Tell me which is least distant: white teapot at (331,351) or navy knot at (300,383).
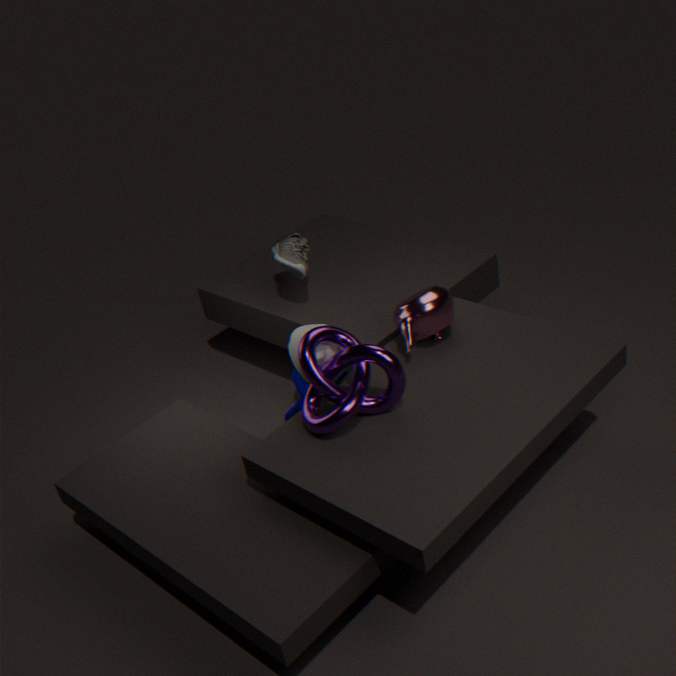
white teapot at (331,351)
